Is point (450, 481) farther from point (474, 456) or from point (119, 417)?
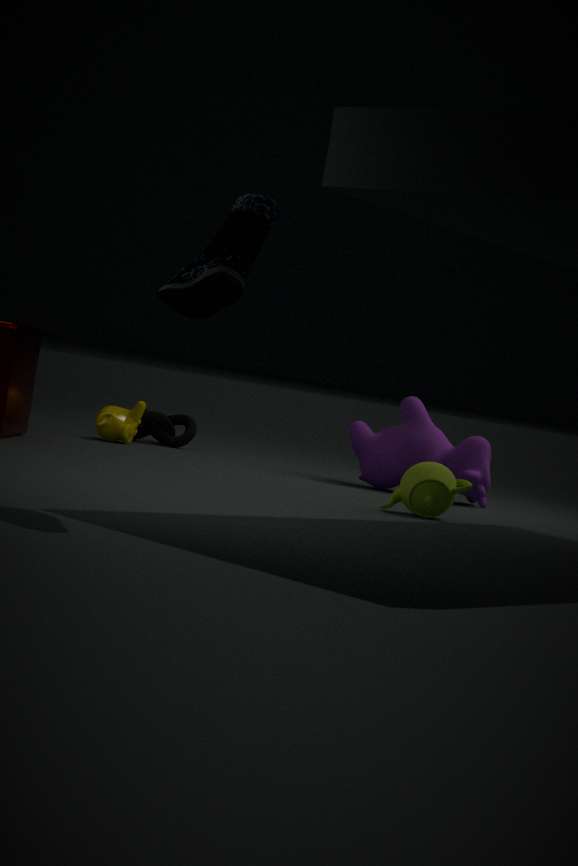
point (119, 417)
